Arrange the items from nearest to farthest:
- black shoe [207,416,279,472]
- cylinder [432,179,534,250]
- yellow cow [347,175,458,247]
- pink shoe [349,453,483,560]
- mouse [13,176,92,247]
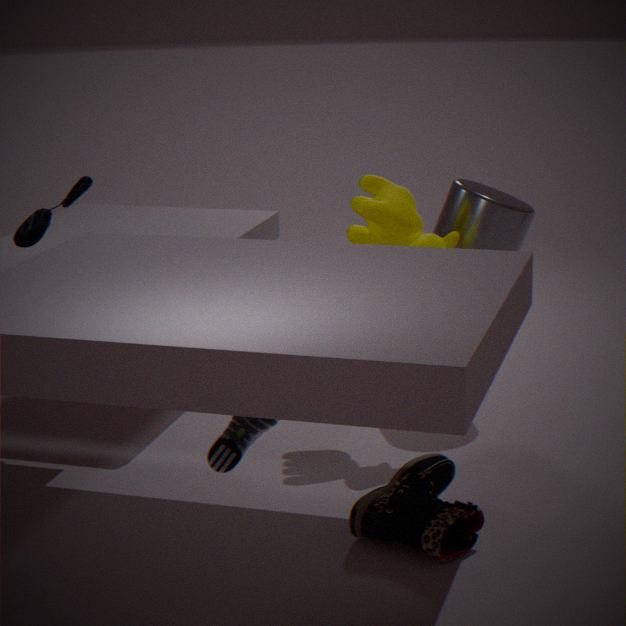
black shoe [207,416,279,472]
pink shoe [349,453,483,560]
yellow cow [347,175,458,247]
mouse [13,176,92,247]
cylinder [432,179,534,250]
